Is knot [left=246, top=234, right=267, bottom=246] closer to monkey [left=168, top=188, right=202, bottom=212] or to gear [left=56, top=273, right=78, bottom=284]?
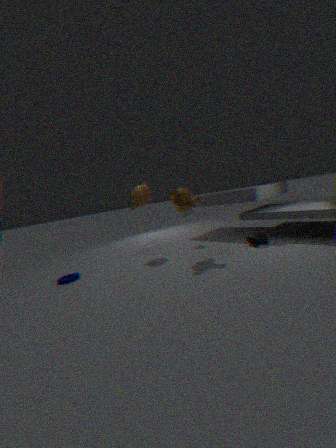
monkey [left=168, top=188, right=202, bottom=212]
